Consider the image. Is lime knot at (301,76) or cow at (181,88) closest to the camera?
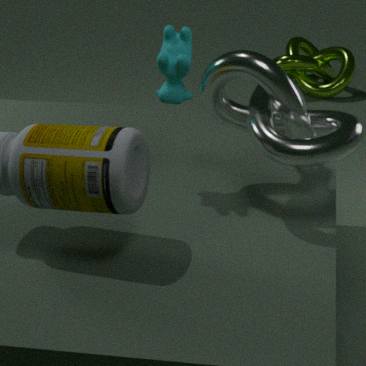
cow at (181,88)
